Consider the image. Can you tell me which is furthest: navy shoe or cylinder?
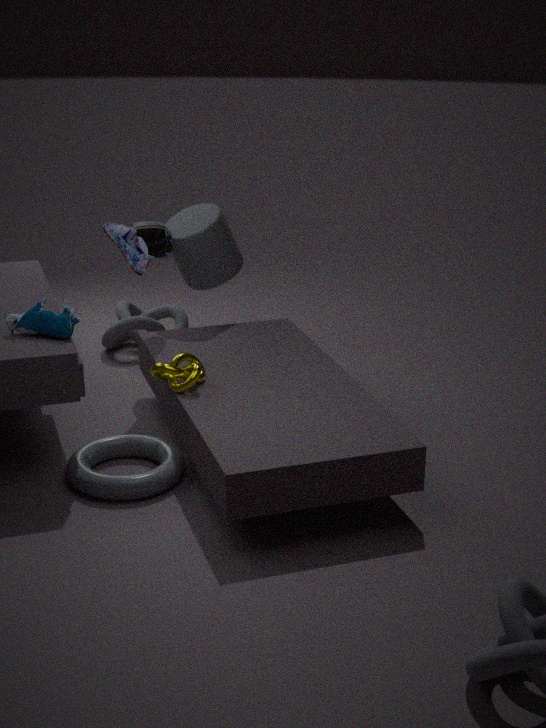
cylinder
